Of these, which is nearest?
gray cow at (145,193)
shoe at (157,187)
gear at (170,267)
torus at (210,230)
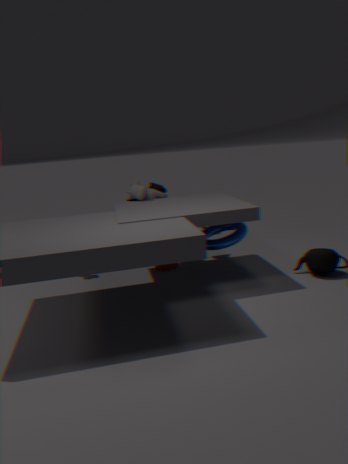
torus at (210,230)
